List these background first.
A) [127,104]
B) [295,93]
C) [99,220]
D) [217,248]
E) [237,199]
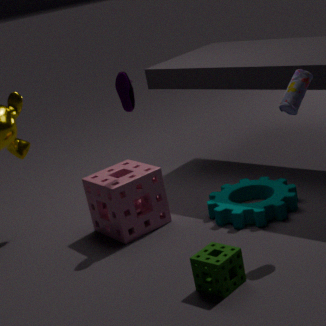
E. [237,199]
C. [99,220]
A. [127,104]
B. [295,93]
D. [217,248]
